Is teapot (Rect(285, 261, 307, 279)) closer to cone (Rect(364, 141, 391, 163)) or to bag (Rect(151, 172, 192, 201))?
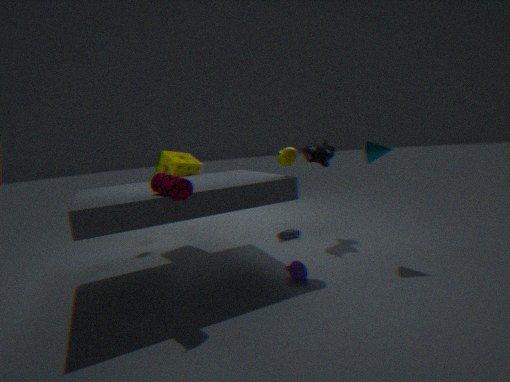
bag (Rect(151, 172, 192, 201))
